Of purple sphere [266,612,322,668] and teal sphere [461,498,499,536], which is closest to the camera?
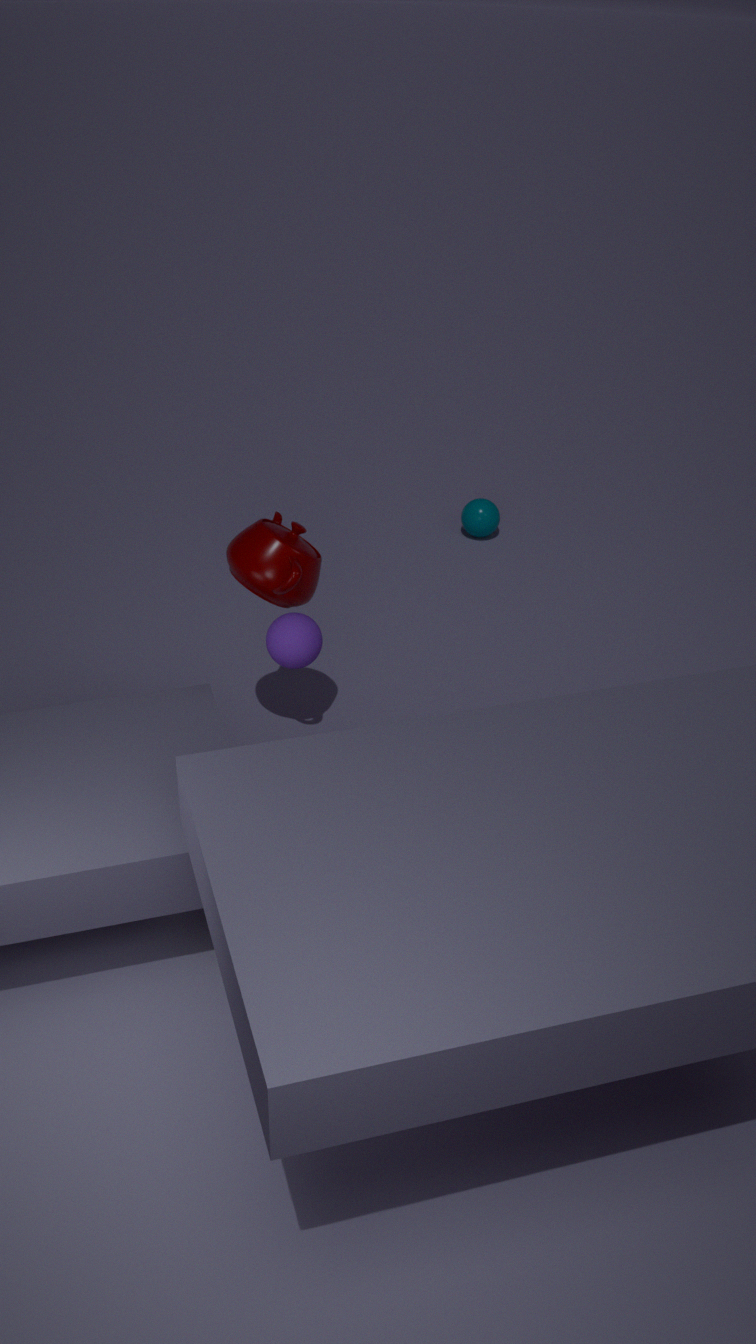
purple sphere [266,612,322,668]
